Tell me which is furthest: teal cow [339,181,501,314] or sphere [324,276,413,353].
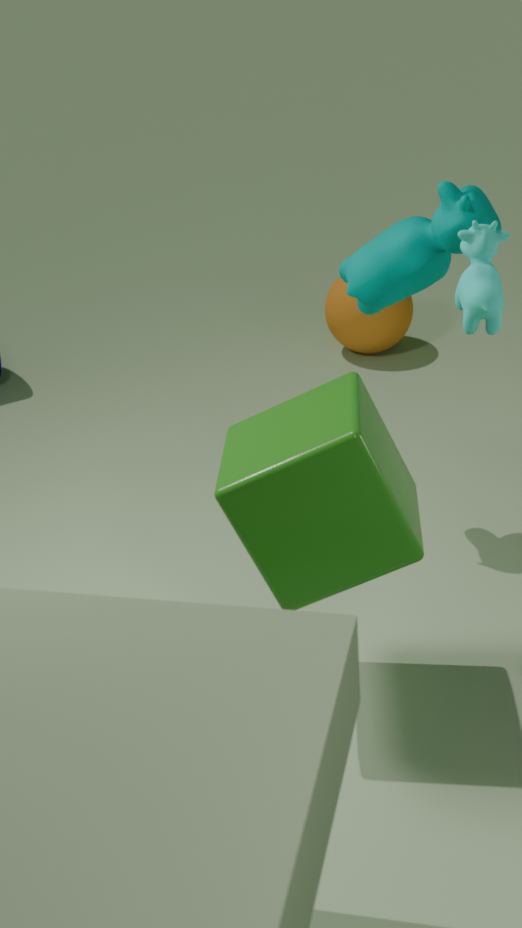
sphere [324,276,413,353]
